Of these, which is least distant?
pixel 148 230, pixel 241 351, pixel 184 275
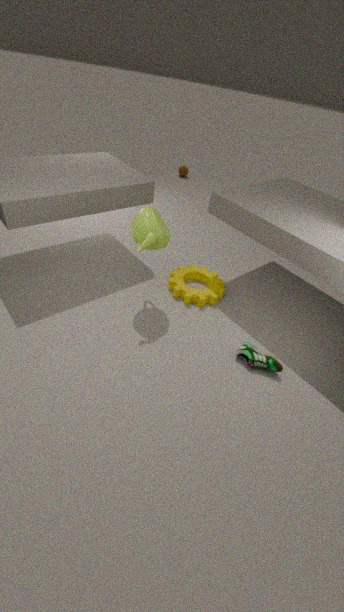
pixel 148 230
